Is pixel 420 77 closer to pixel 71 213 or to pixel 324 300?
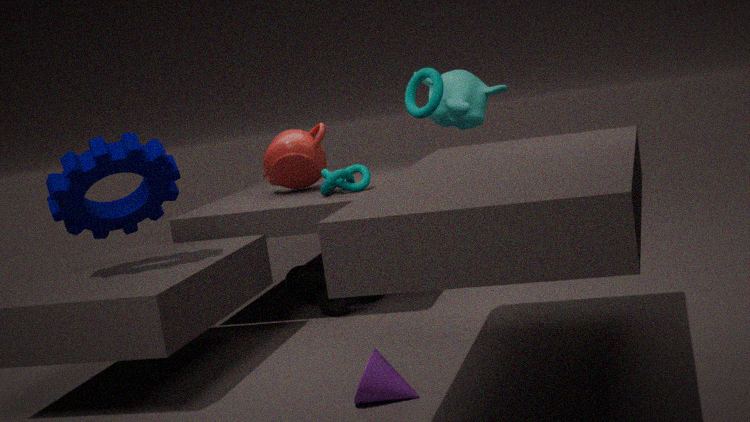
pixel 324 300
